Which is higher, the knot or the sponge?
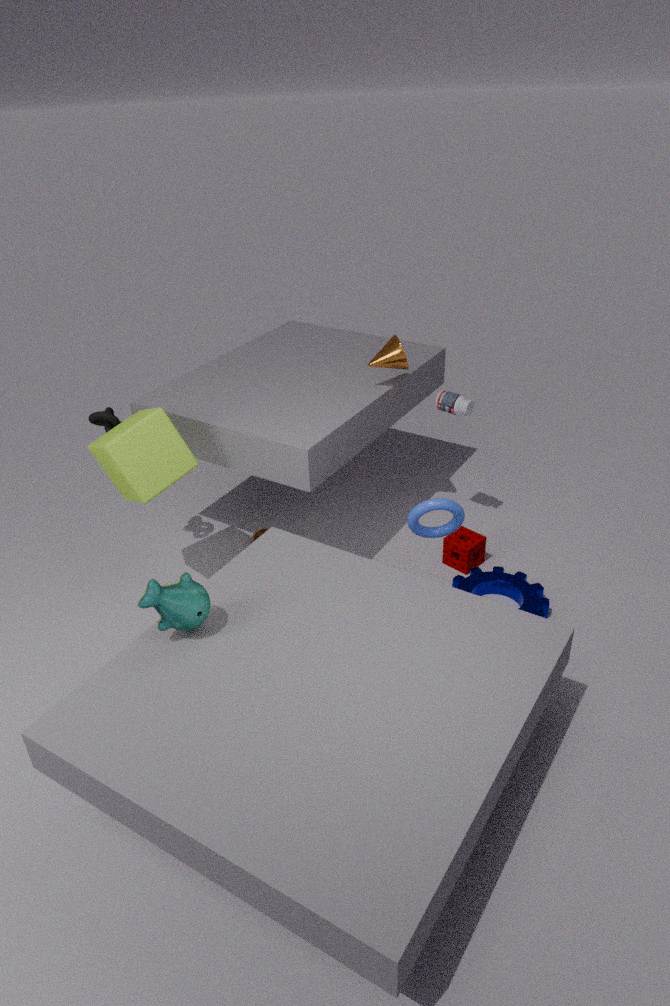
the knot
